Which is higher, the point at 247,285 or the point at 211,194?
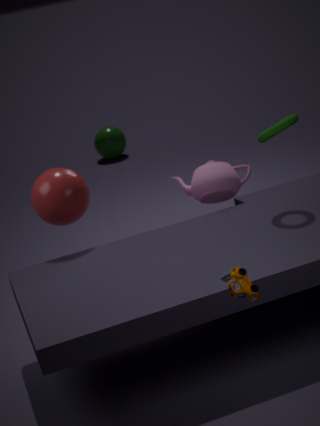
the point at 247,285
